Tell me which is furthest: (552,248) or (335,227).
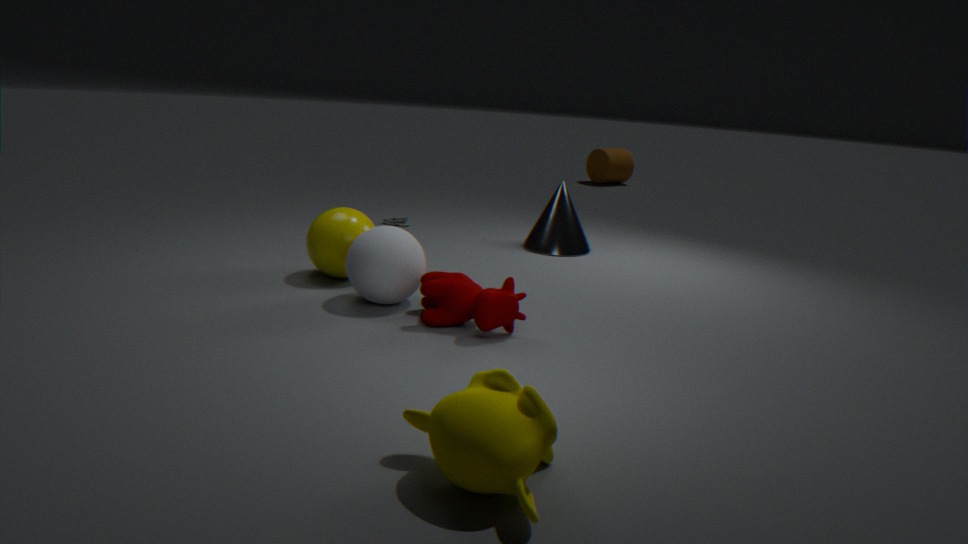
(552,248)
